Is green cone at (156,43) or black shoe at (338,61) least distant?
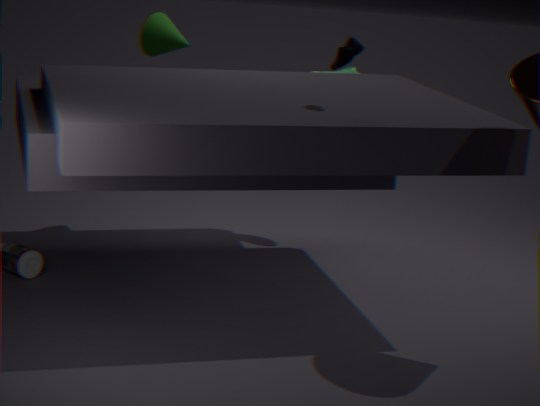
black shoe at (338,61)
